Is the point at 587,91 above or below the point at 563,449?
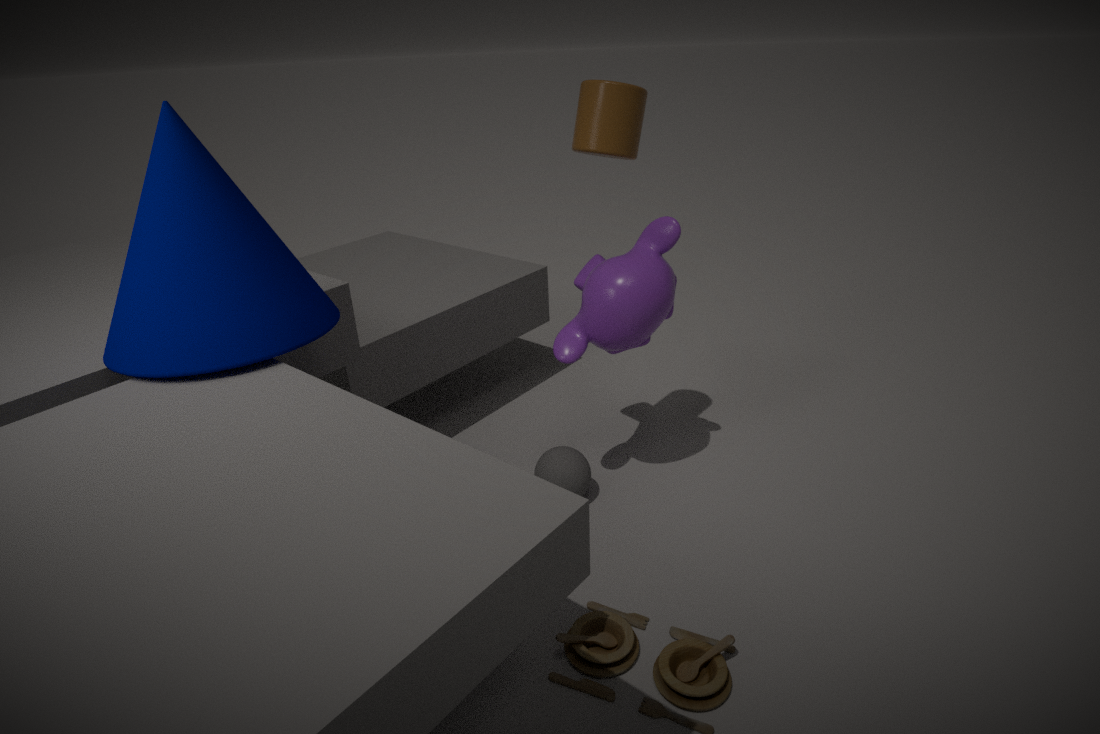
above
